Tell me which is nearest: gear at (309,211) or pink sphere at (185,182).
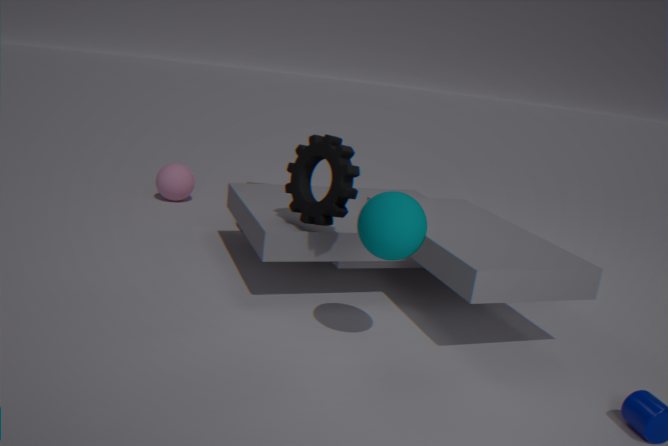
gear at (309,211)
